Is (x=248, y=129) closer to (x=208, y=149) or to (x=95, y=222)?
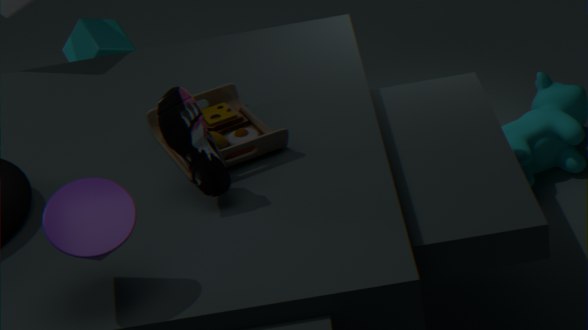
(x=208, y=149)
